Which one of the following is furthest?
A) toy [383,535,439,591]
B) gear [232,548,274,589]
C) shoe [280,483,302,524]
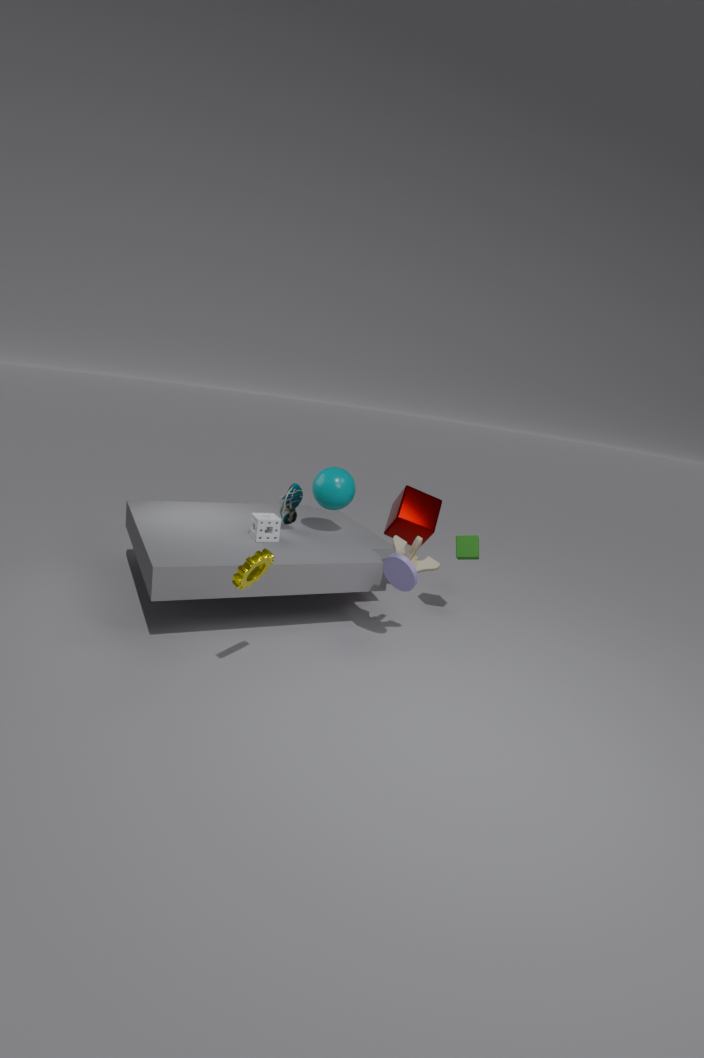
shoe [280,483,302,524]
